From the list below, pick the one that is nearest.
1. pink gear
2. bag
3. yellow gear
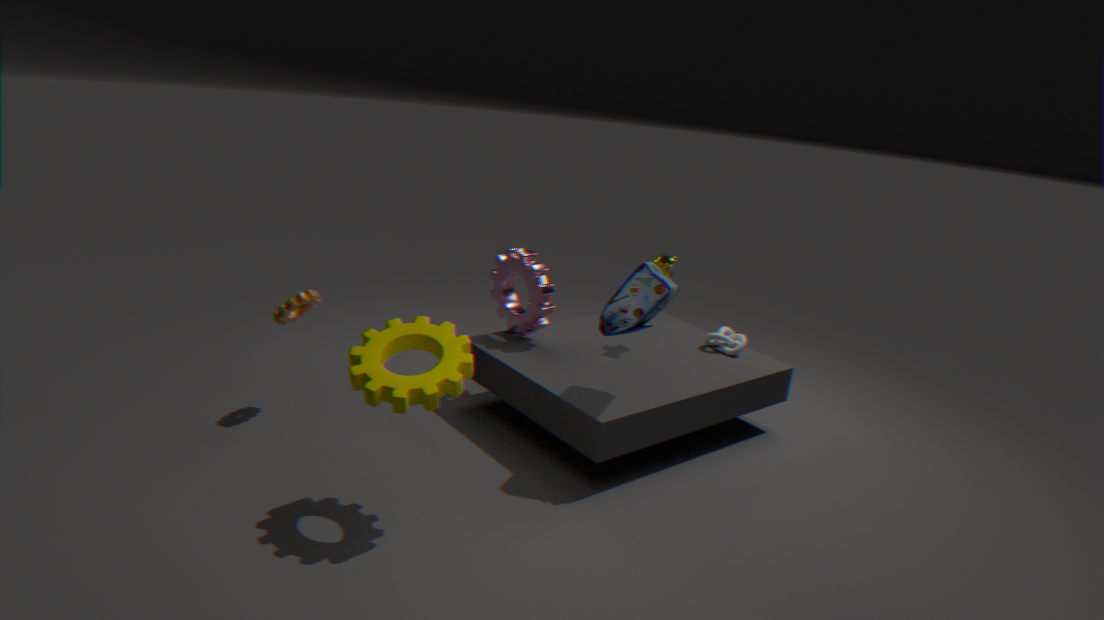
yellow gear
